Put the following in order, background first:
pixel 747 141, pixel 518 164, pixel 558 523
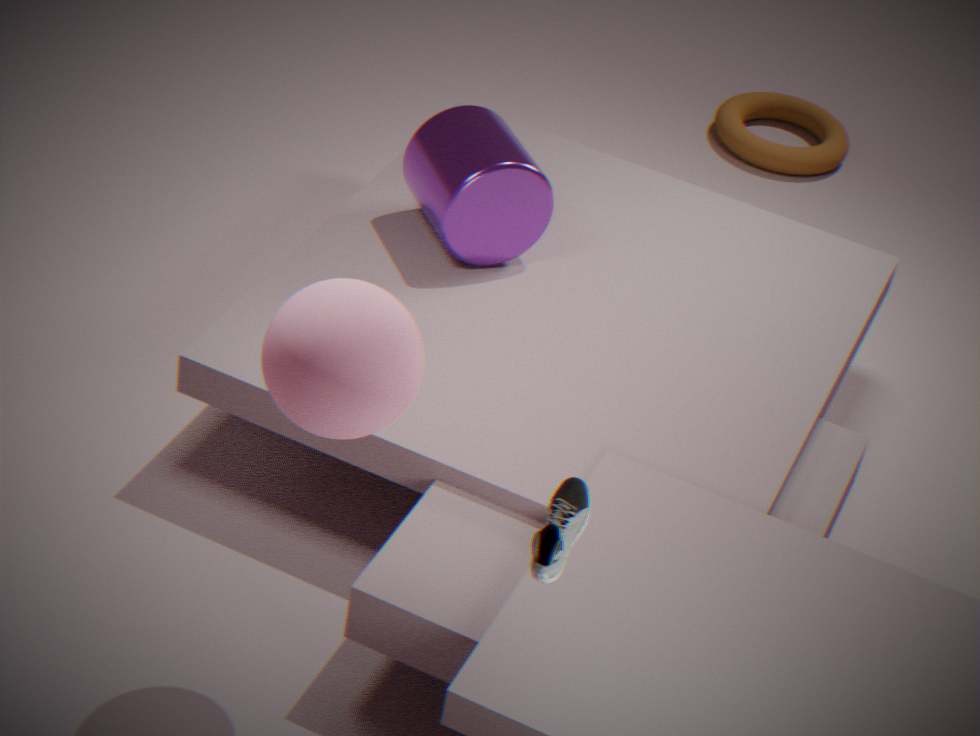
pixel 747 141 → pixel 518 164 → pixel 558 523
